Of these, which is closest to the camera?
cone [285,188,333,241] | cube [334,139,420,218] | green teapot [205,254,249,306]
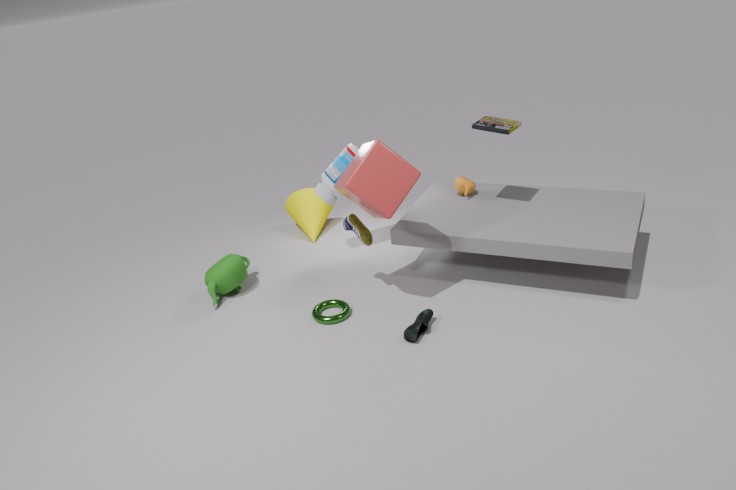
cube [334,139,420,218]
